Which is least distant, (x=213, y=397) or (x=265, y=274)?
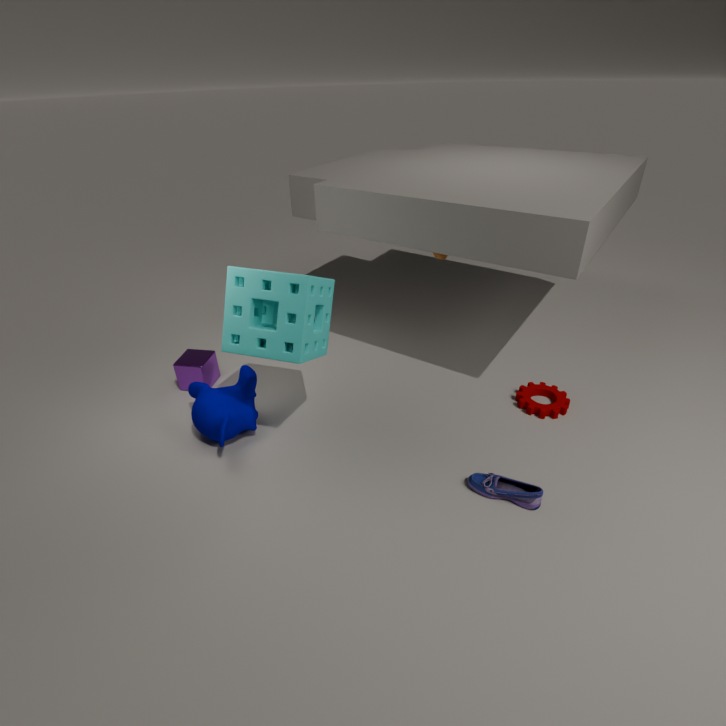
(x=265, y=274)
